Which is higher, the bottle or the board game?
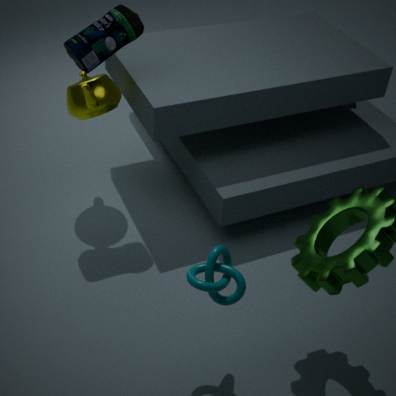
the bottle
